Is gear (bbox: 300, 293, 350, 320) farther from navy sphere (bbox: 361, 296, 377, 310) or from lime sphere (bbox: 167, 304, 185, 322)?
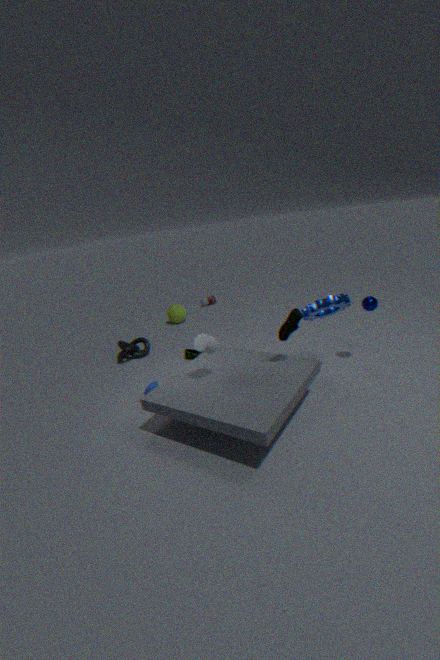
lime sphere (bbox: 167, 304, 185, 322)
